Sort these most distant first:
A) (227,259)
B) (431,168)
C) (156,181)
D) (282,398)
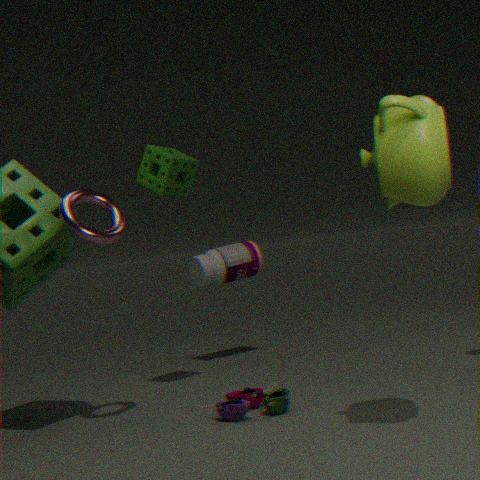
1. A. (227,259)
2. C. (156,181)
3. D. (282,398)
4. B. (431,168)
